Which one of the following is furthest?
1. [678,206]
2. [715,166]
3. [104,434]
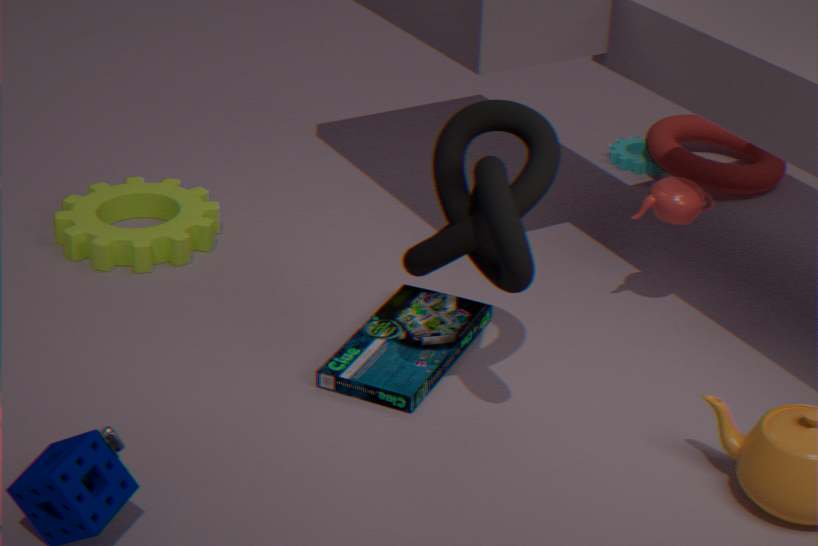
[715,166]
